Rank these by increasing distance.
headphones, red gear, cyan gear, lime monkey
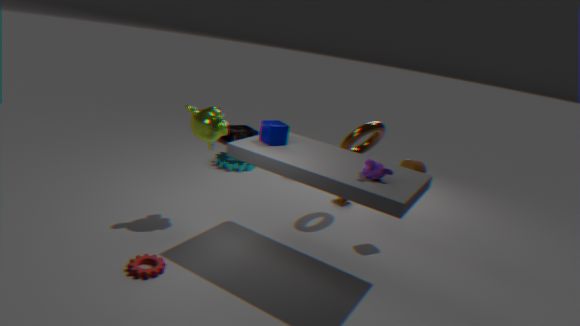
→ red gear < lime monkey < cyan gear < headphones
